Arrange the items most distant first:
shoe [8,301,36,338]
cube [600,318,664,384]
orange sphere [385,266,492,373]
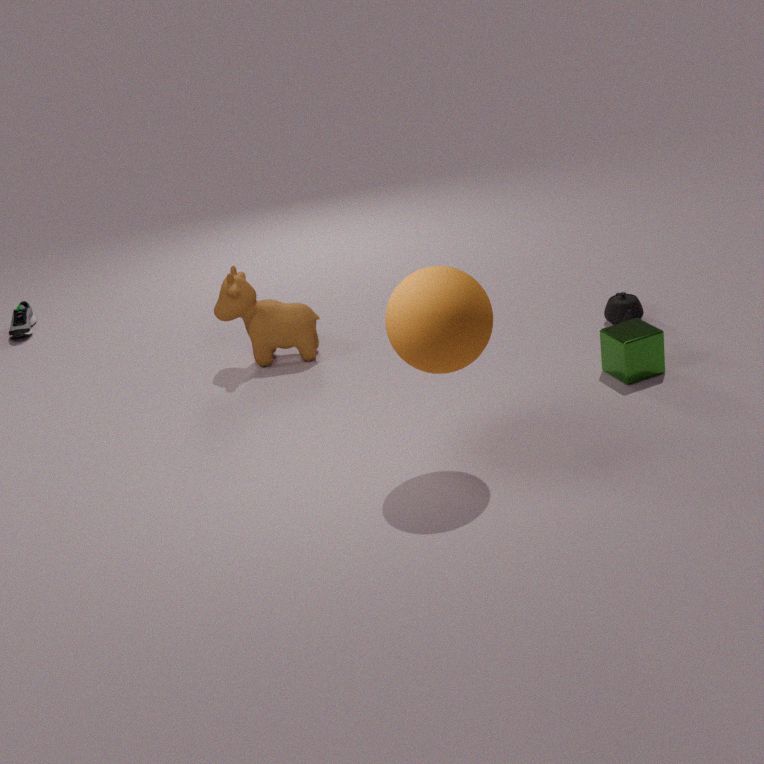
1. shoe [8,301,36,338]
2. cube [600,318,664,384]
3. orange sphere [385,266,492,373]
